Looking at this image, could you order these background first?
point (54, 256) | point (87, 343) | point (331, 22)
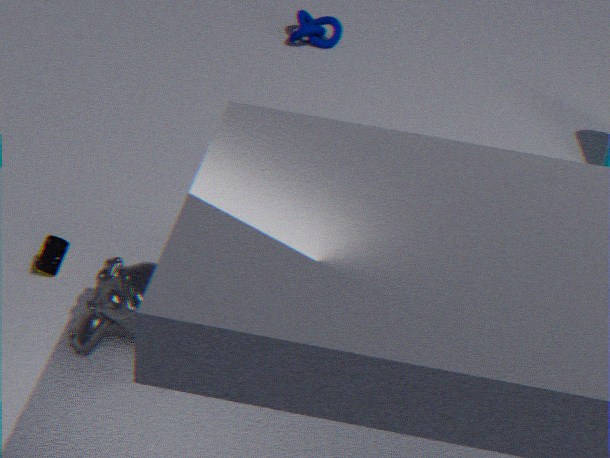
1. point (331, 22)
2. point (54, 256)
3. point (87, 343)
